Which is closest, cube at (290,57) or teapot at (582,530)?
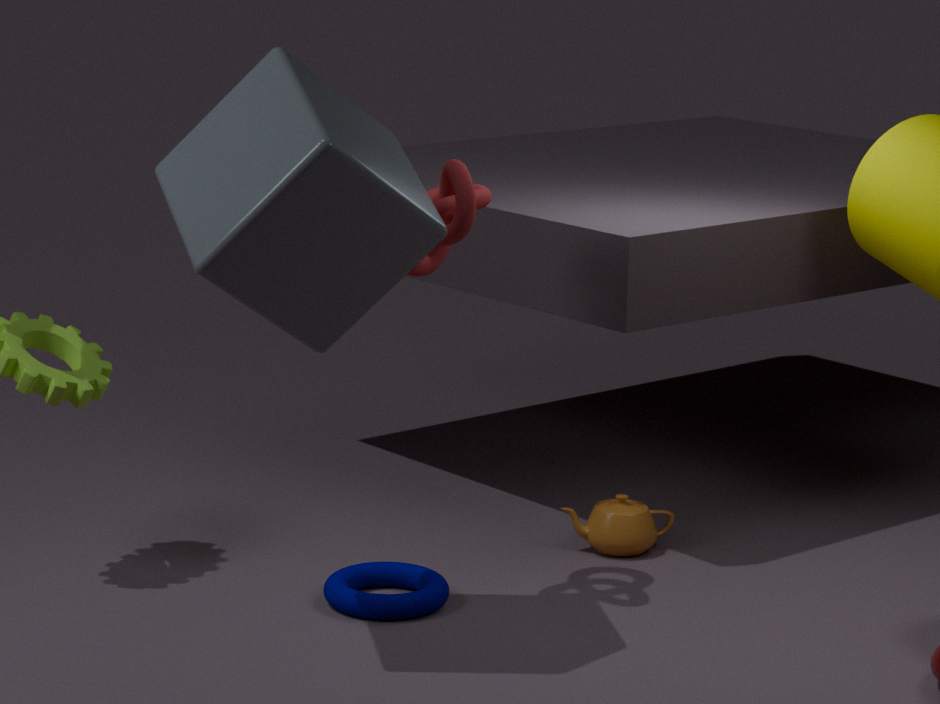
cube at (290,57)
